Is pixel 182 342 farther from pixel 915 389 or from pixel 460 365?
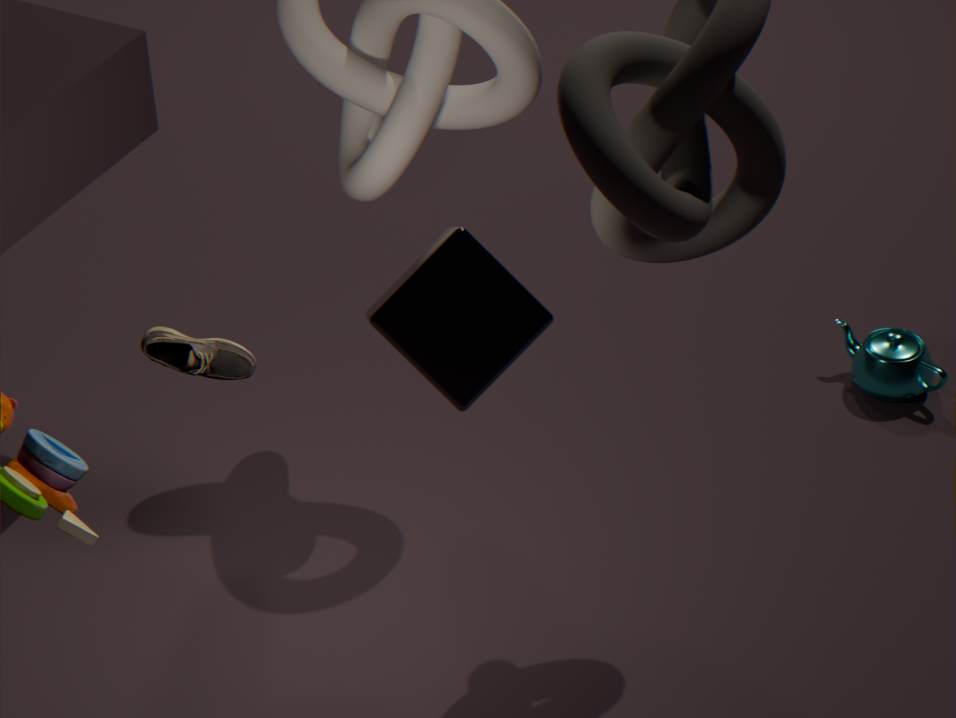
pixel 915 389
